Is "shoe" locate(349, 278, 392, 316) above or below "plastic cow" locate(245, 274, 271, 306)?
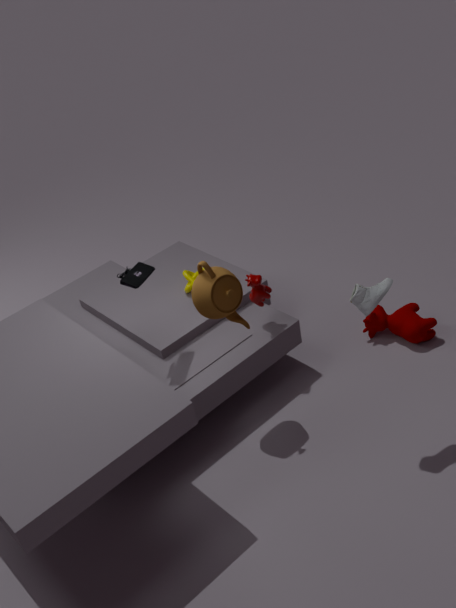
above
